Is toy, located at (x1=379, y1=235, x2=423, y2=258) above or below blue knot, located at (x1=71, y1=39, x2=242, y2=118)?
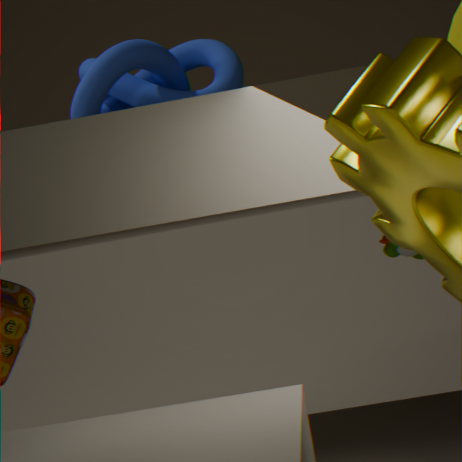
below
